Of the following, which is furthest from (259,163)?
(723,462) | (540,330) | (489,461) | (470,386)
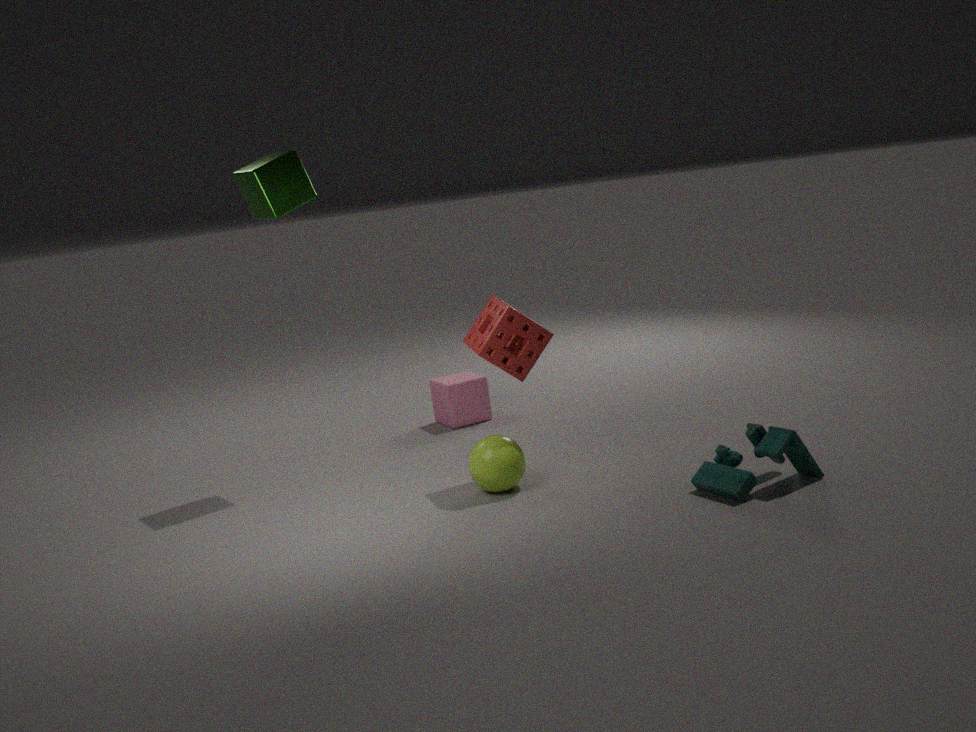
(723,462)
